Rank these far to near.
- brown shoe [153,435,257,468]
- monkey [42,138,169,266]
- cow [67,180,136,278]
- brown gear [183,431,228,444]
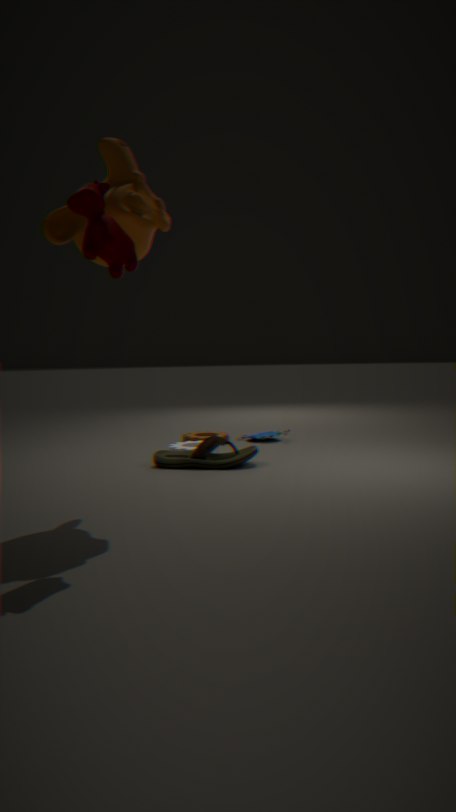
brown gear [183,431,228,444]
brown shoe [153,435,257,468]
monkey [42,138,169,266]
cow [67,180,136,278]
